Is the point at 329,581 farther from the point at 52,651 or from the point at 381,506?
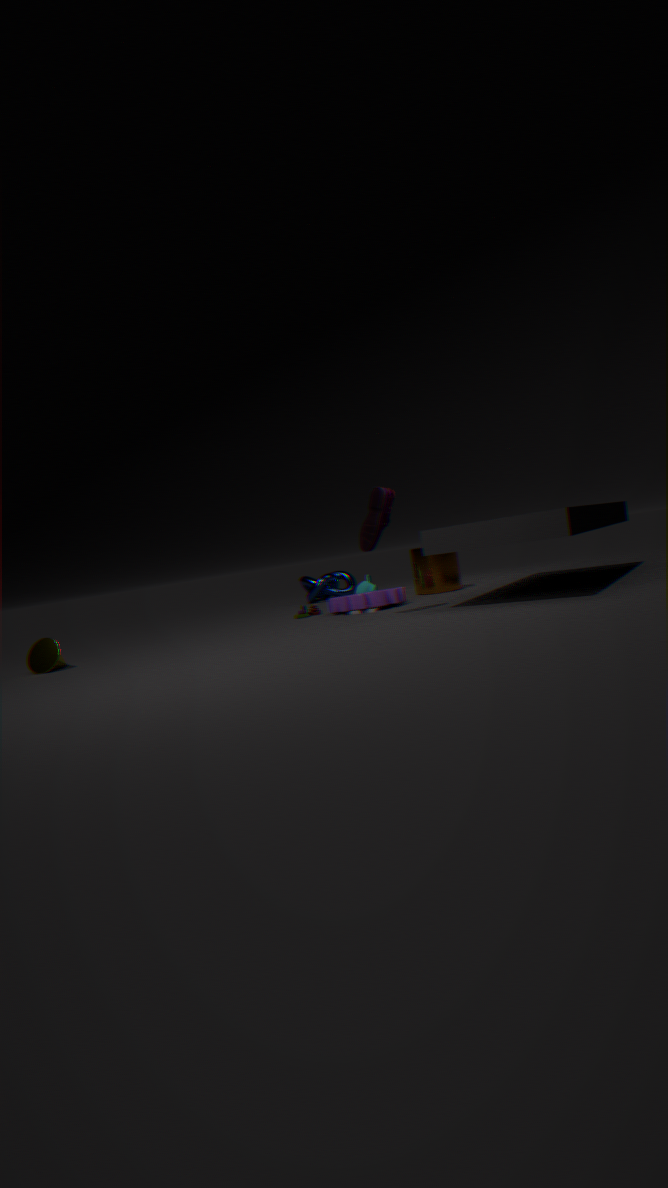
the point at 52,651
